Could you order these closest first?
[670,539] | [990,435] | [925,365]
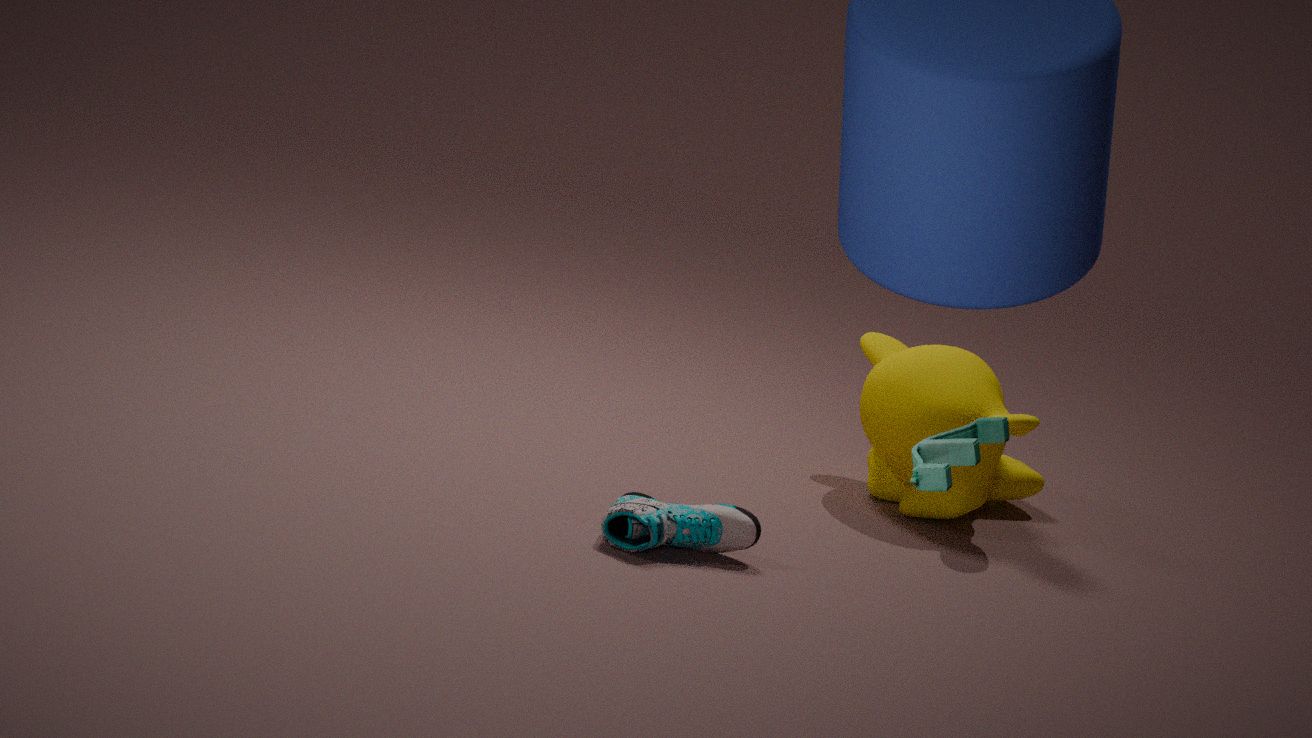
1. [990,435]
2. [670,539]
3. [925,365]
